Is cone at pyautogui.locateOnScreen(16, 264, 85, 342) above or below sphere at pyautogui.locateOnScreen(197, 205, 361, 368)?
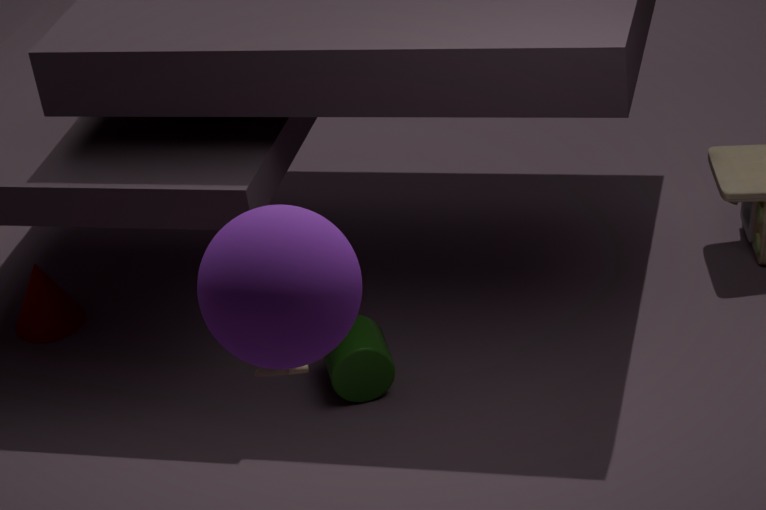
below
